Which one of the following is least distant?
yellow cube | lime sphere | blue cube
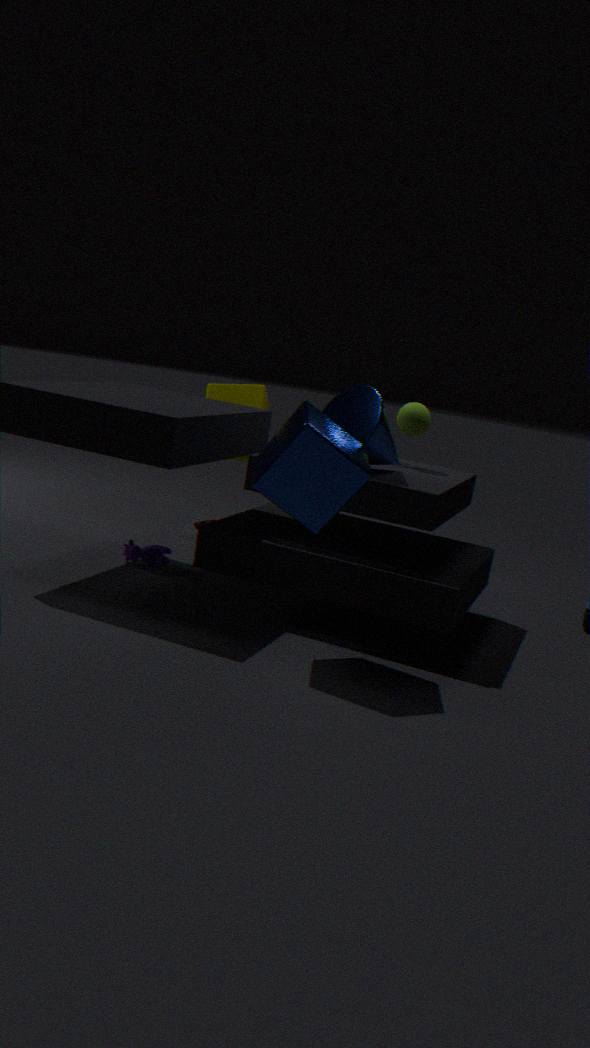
blue cube
